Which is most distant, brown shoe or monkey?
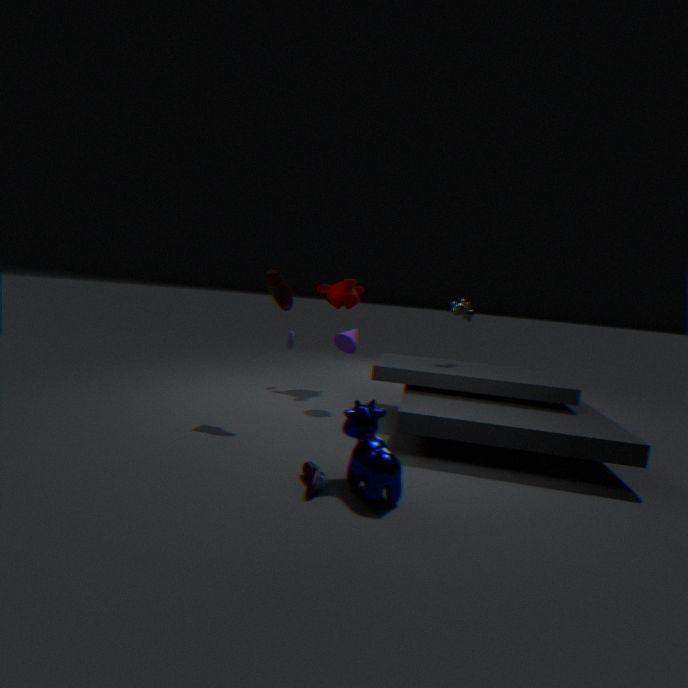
monkey
